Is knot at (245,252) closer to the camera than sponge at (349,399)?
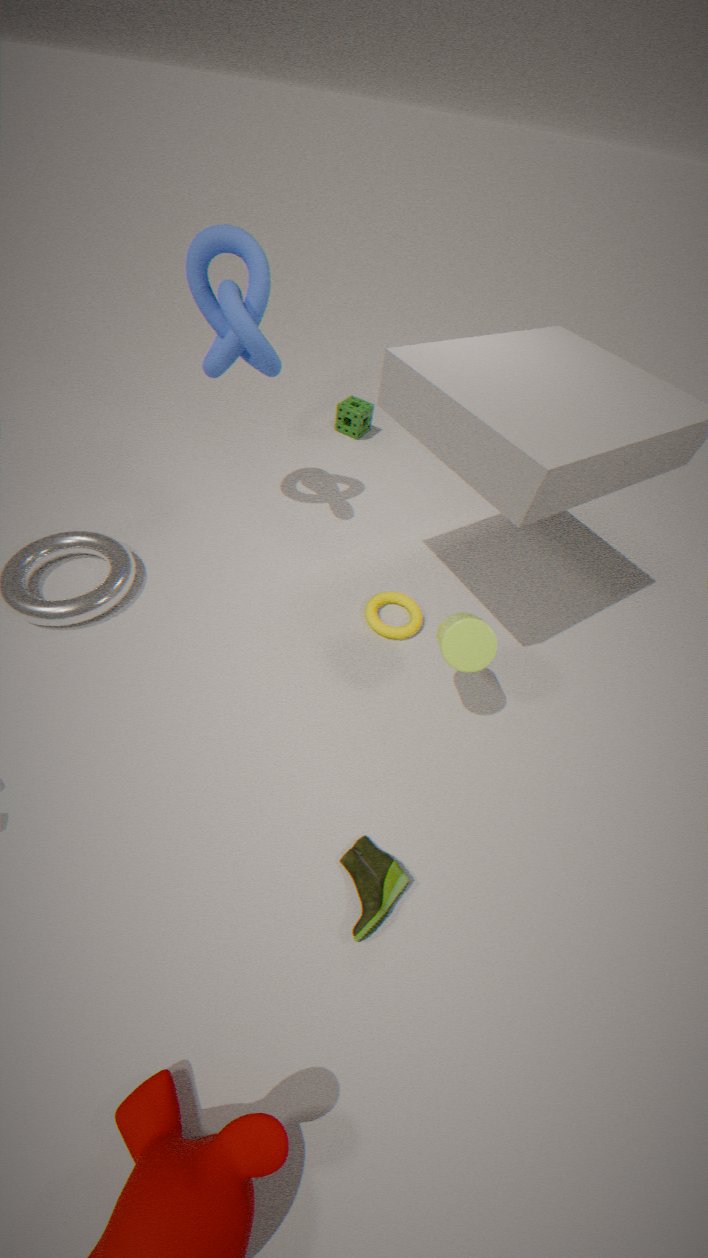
Yes
